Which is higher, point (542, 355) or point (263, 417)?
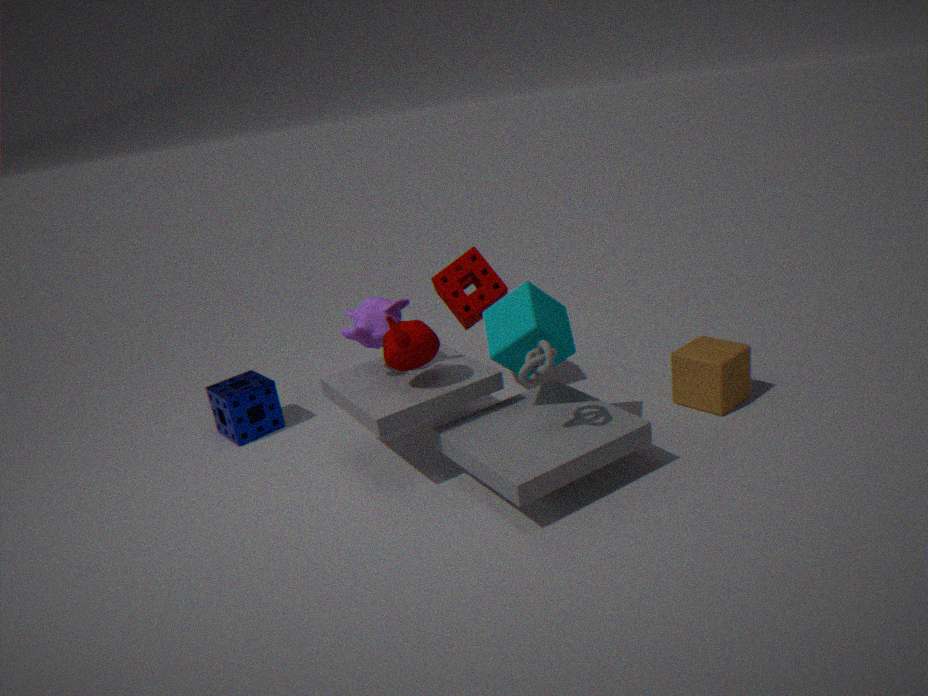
point (542, 355)
